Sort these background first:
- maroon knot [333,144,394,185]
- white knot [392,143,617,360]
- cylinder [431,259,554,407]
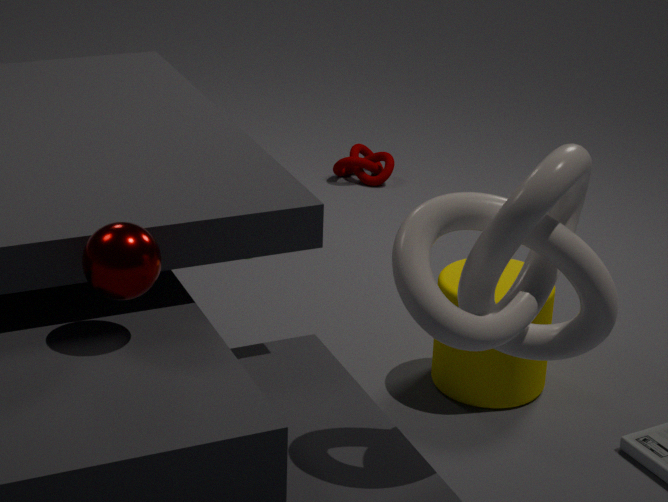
maroon knot [333,144,394,185] → cylinder [431,259,554,407] → white knot [392,143,617,360]
